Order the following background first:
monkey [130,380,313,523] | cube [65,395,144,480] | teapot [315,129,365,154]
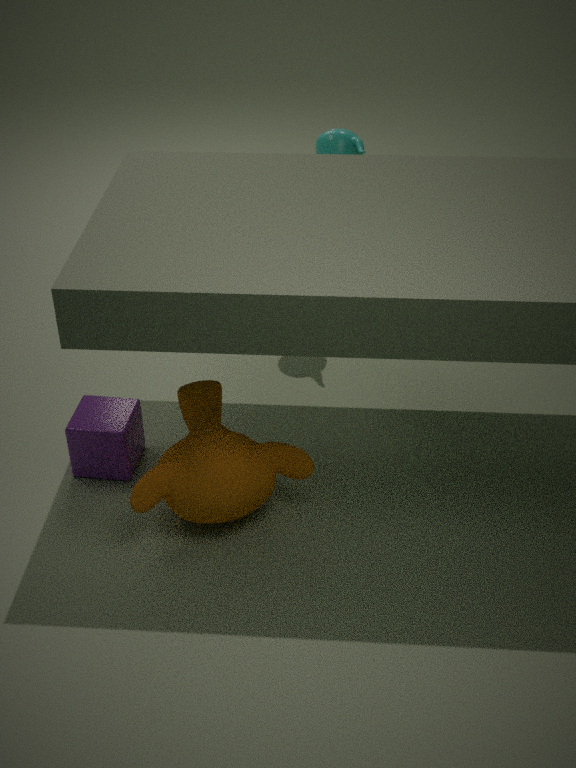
teapot [315,129,365,154]
cube [65,395,144,480]
monkey [130,380,313,523]
